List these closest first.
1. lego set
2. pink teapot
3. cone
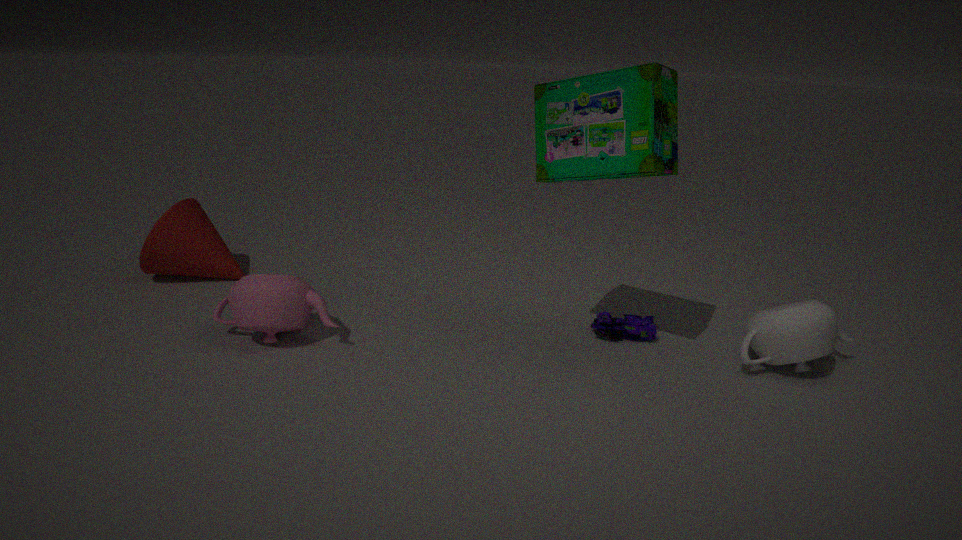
1. lego set
2. pink teapot
3. cone
